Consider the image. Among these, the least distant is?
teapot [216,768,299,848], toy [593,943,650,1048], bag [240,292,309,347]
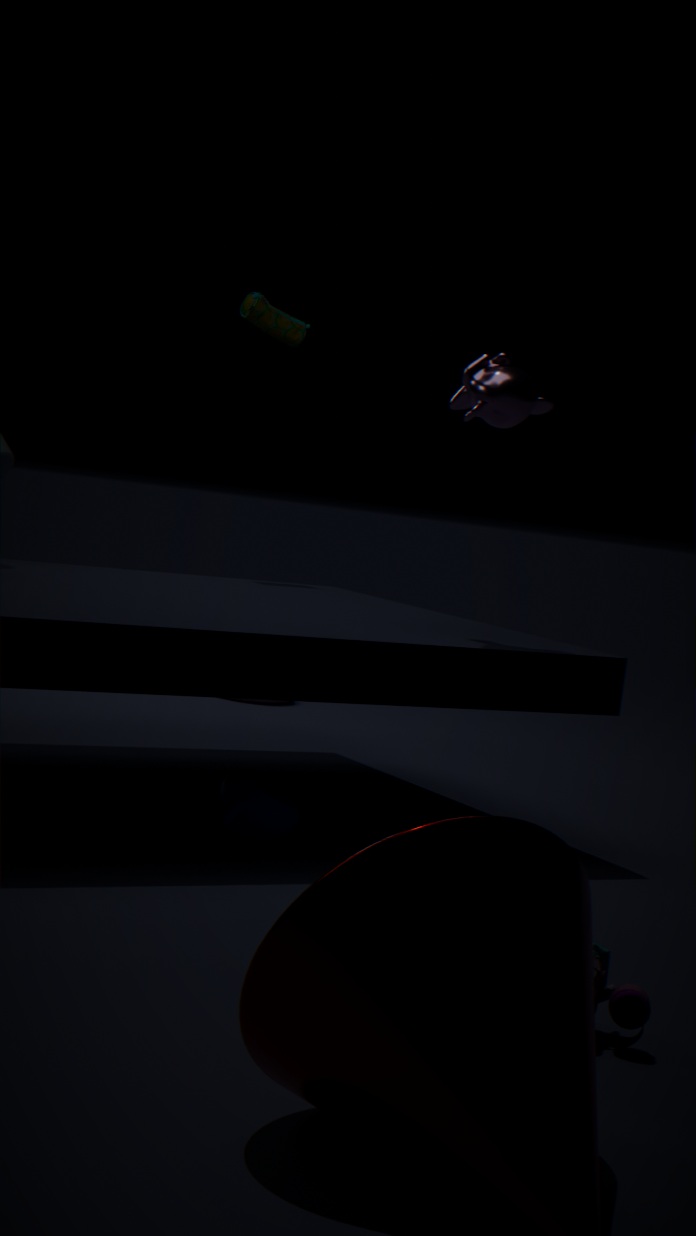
toy [593,943,650,1048]
